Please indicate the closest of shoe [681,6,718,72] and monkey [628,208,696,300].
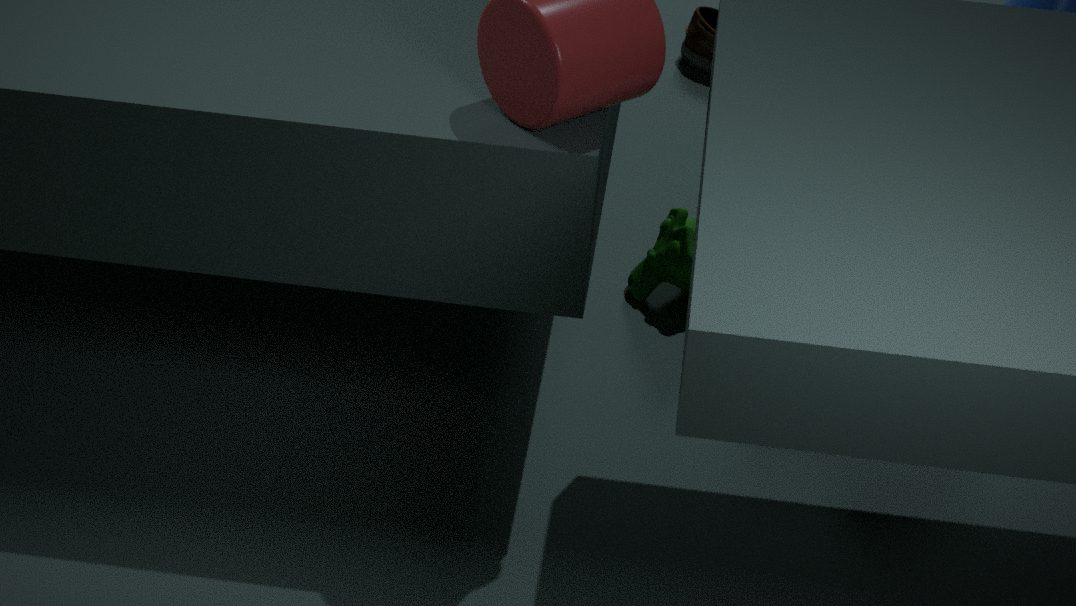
monkey [628,208,696,300]
